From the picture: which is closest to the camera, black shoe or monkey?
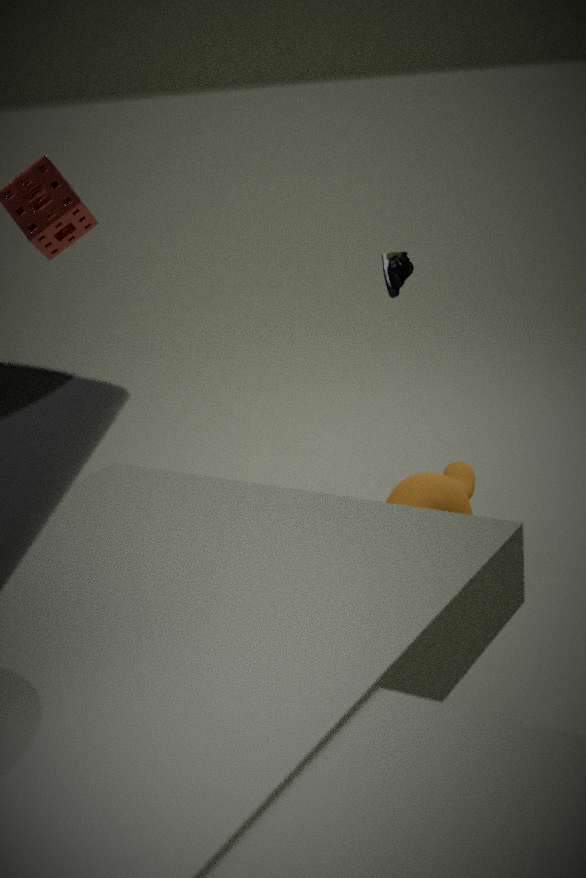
black shoe
